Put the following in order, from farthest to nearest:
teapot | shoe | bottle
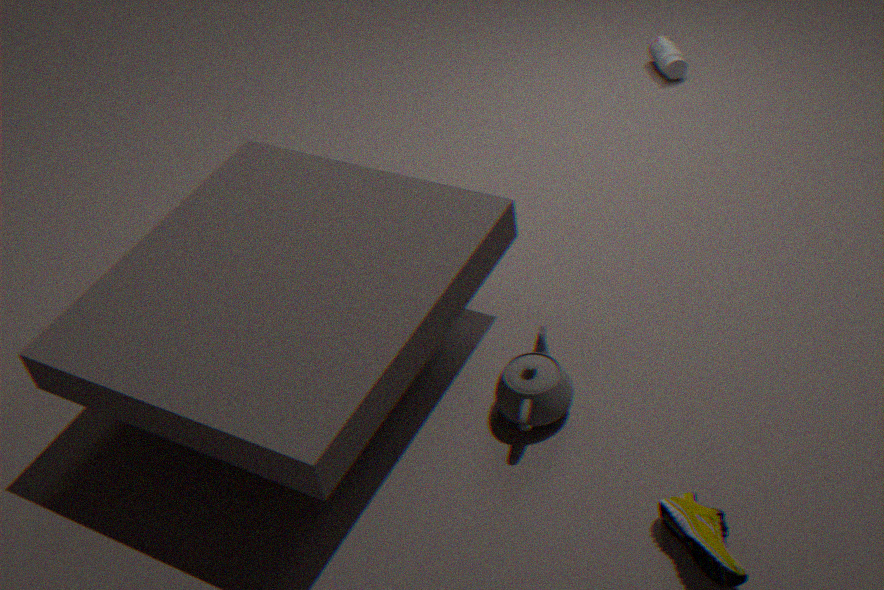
bottle
teapot
shoe
